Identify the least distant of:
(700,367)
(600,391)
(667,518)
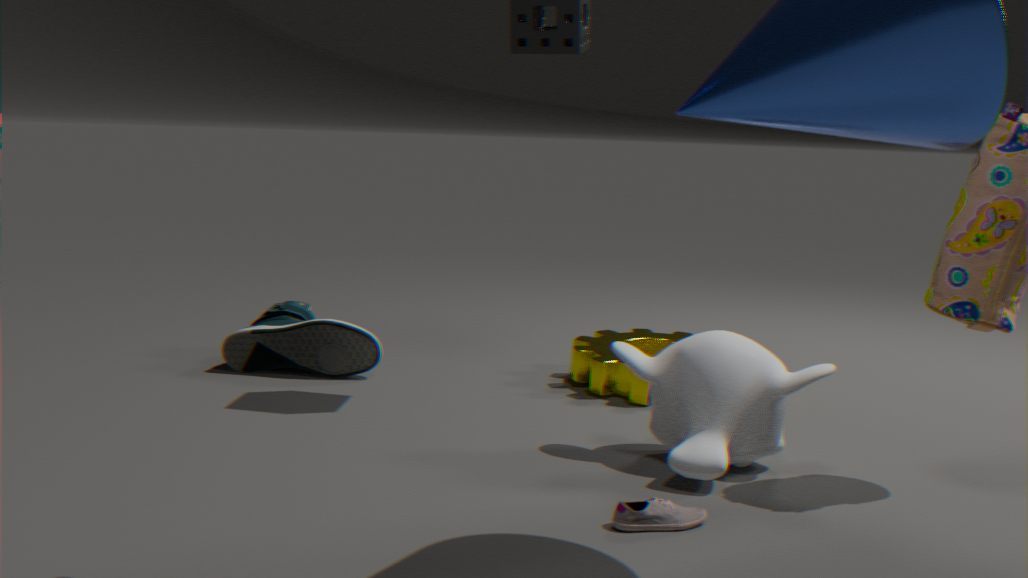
(667,518)
